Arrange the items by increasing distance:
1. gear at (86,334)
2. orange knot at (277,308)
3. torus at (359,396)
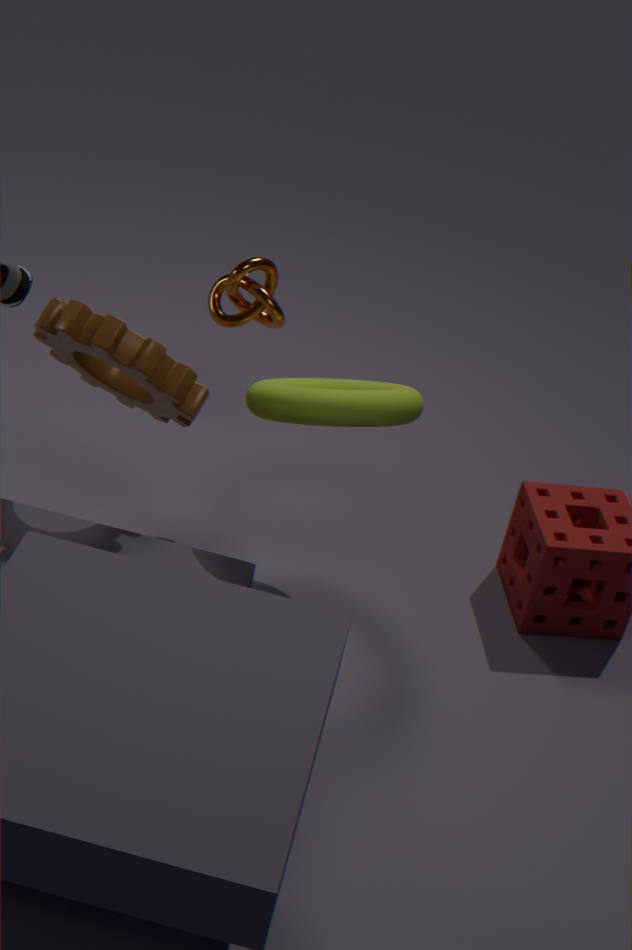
gear at (86,334)
torus at (359,396)
orange knot at (277,308)
